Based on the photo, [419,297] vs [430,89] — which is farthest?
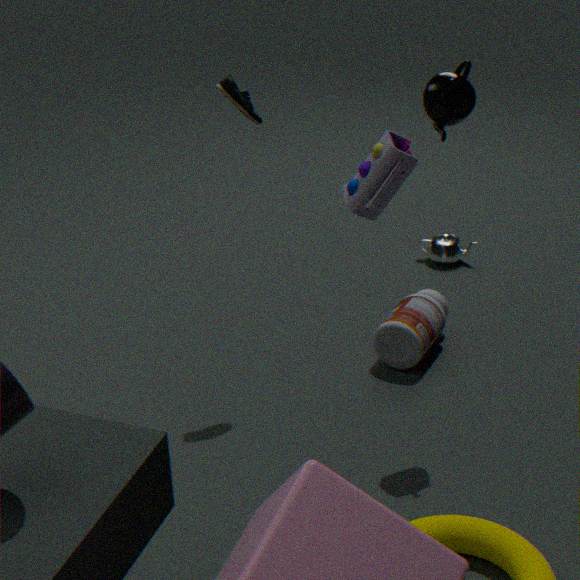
[419,297]
